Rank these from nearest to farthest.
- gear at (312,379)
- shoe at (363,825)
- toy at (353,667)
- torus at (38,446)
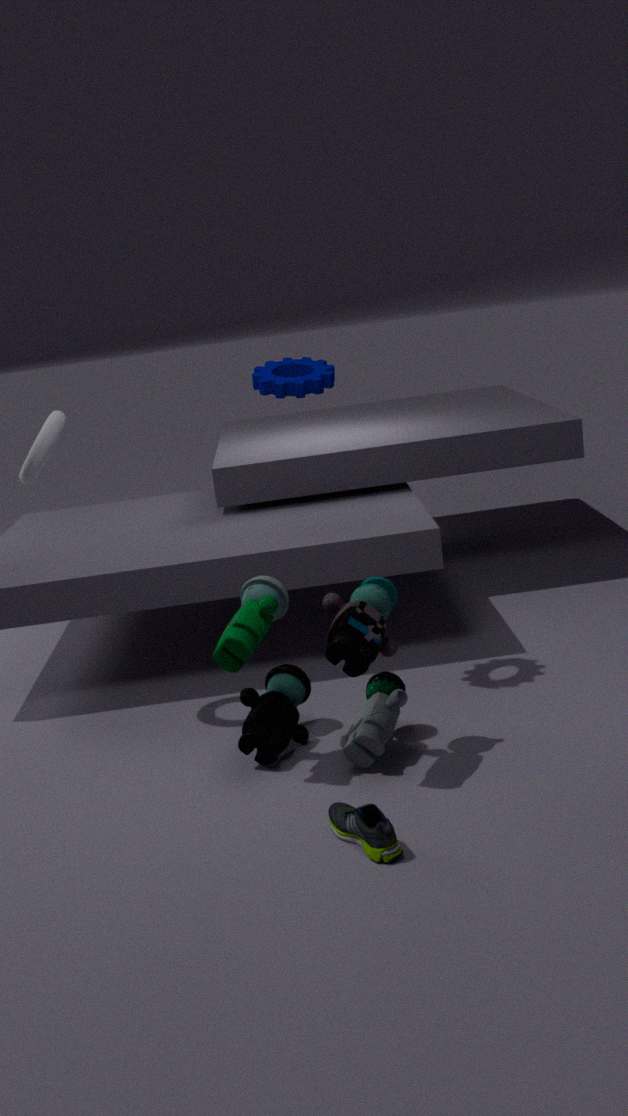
shoe at (363,825), toy at (353,667), torus at (38,446), gear at (312,379)
